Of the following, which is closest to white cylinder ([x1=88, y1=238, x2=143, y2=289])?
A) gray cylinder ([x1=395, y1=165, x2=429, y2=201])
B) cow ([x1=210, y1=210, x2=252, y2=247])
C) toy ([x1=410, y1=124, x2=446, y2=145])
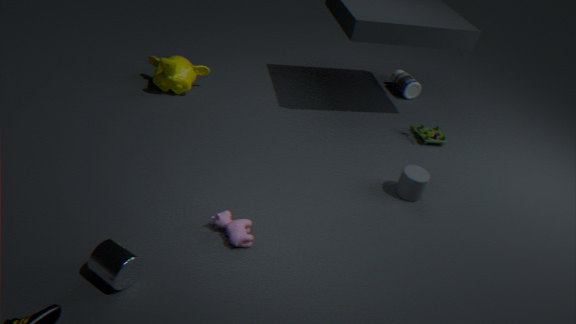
cow ([x1=210, y1=210, x2=252, y2=247])
